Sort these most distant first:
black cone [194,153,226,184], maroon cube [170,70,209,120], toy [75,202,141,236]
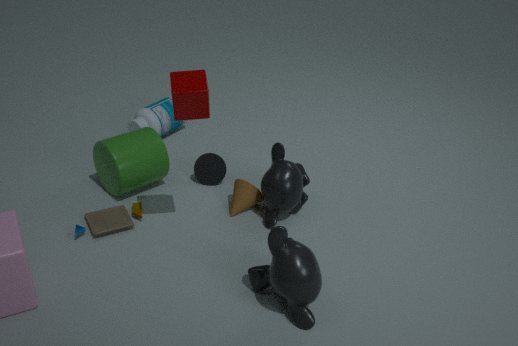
black cone [194,153,226,184]
toy [75,202,141,236]
maroon cube [170,70,209,120]
